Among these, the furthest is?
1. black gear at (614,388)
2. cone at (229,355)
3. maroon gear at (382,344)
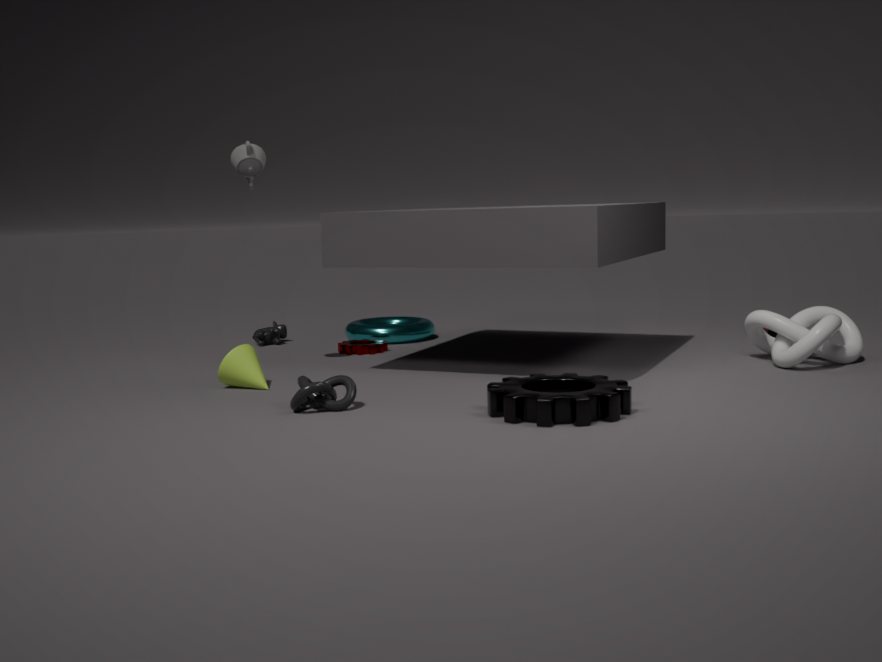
maroon gear at (382,344)
